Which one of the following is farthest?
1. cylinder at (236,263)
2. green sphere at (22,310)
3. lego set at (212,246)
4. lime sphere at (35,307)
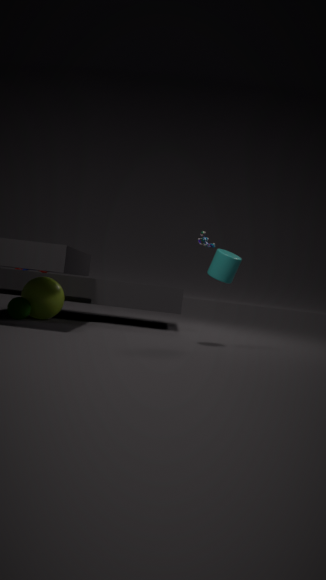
lego set at (212,246)
